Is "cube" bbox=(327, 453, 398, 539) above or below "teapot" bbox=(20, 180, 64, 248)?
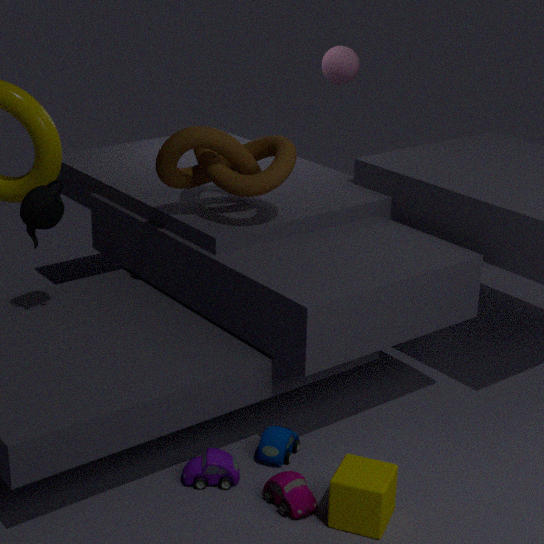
below
